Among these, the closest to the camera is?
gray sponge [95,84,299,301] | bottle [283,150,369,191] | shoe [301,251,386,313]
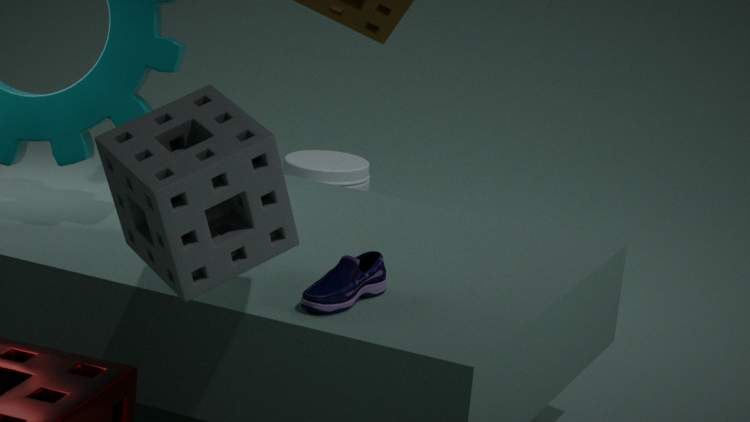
gray sponge [95,84,299,301]
